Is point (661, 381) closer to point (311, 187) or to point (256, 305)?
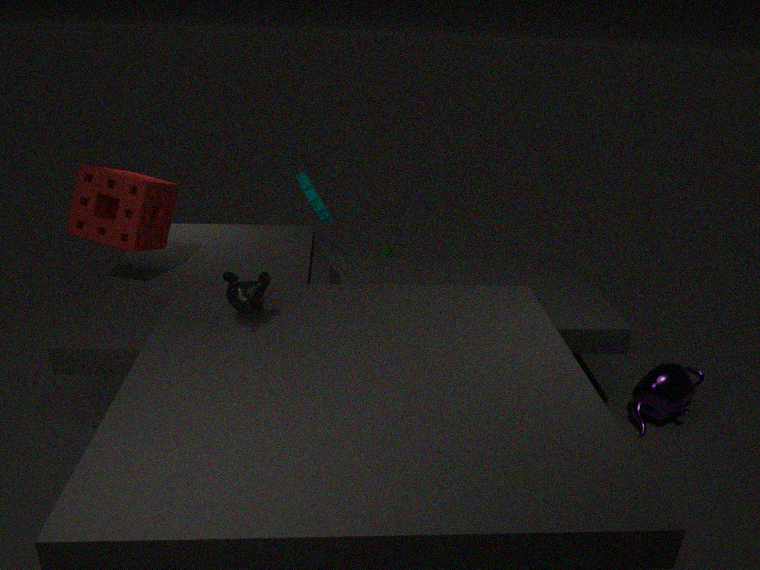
point (311, 187)
